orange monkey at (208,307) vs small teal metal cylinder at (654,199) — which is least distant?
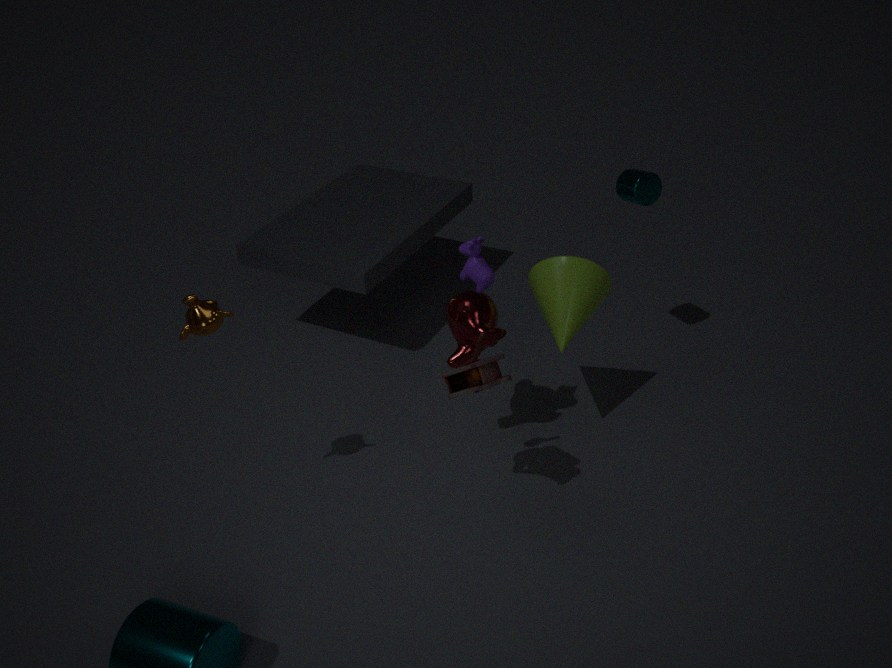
orange monkey at (208,307)
